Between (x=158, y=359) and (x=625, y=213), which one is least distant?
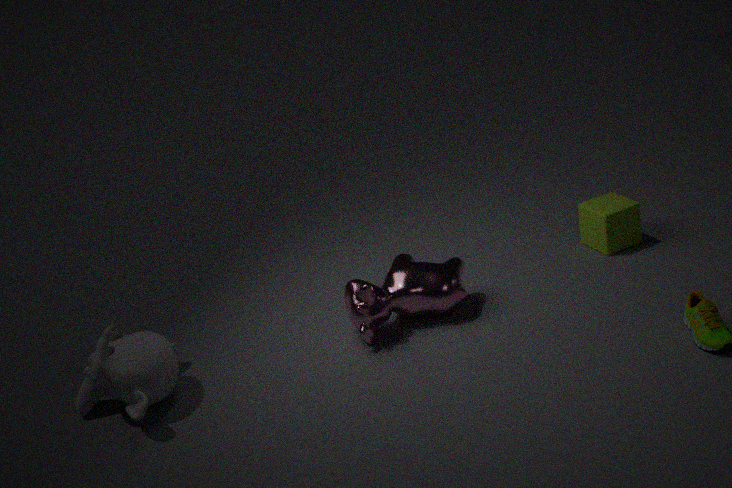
(x=158, y=359)
